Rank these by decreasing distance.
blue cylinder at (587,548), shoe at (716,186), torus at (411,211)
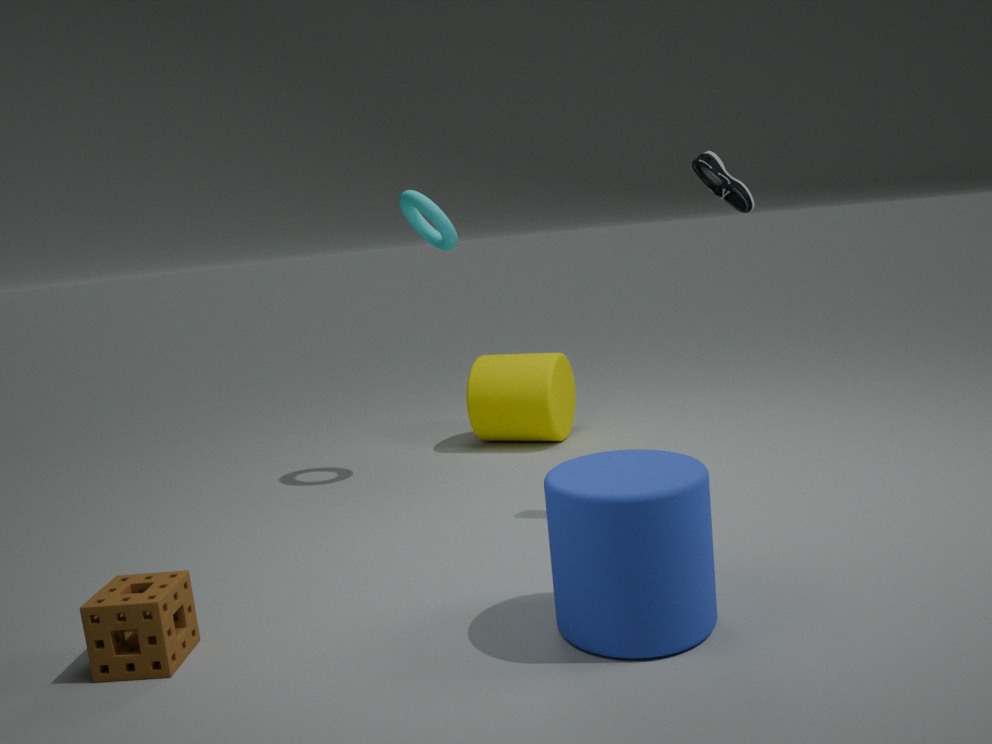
torus at (411,211) → shoe at (716,186) → blue cylinder at (587,548)
